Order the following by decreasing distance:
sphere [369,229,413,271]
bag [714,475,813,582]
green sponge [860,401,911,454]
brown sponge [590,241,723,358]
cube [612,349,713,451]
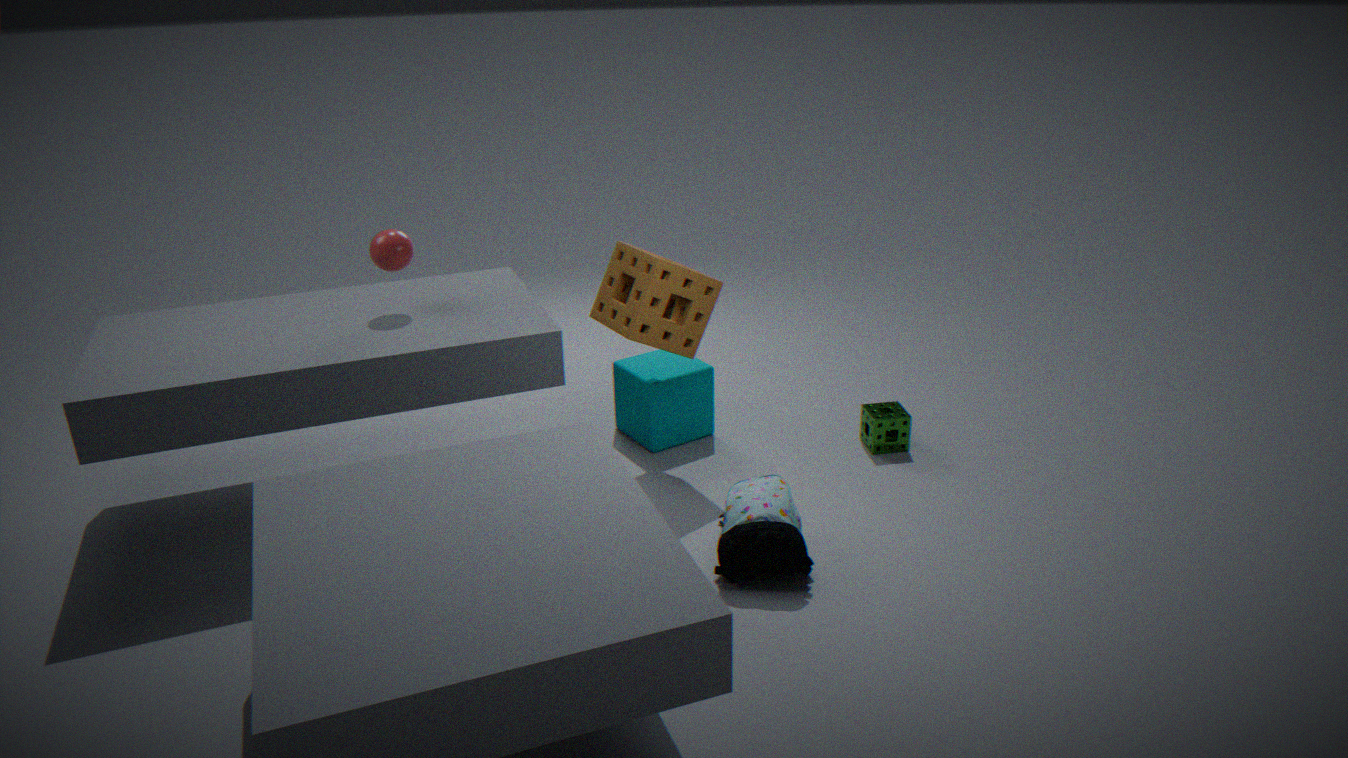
1. cube [612,349,713,451]
2. green sponge [860,401,911,454]
3. brown sponge [590,241,723,358]
4. sphere [369,229,413,271]
5. bag [714,475,813,582]
